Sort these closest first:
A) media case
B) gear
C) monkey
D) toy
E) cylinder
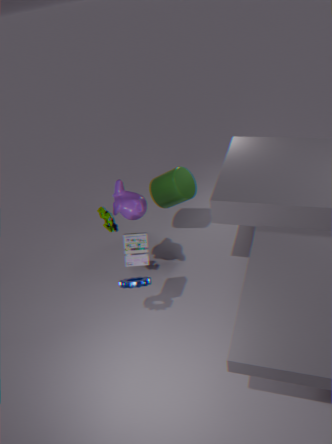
1. media case
2. gear
3. toy
4. monkey
5. cylinder
